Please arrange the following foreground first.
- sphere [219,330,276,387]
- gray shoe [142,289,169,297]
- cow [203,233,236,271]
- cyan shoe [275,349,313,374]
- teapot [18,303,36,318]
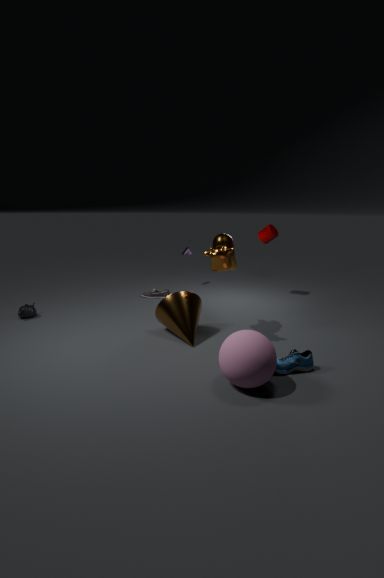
sphere [219,330,276,387] → cyan shoe [275,349,313,374] → cow [203,233,236,271] → teapot [18,303,36,318] → gray shoe [142,289,169,297]
